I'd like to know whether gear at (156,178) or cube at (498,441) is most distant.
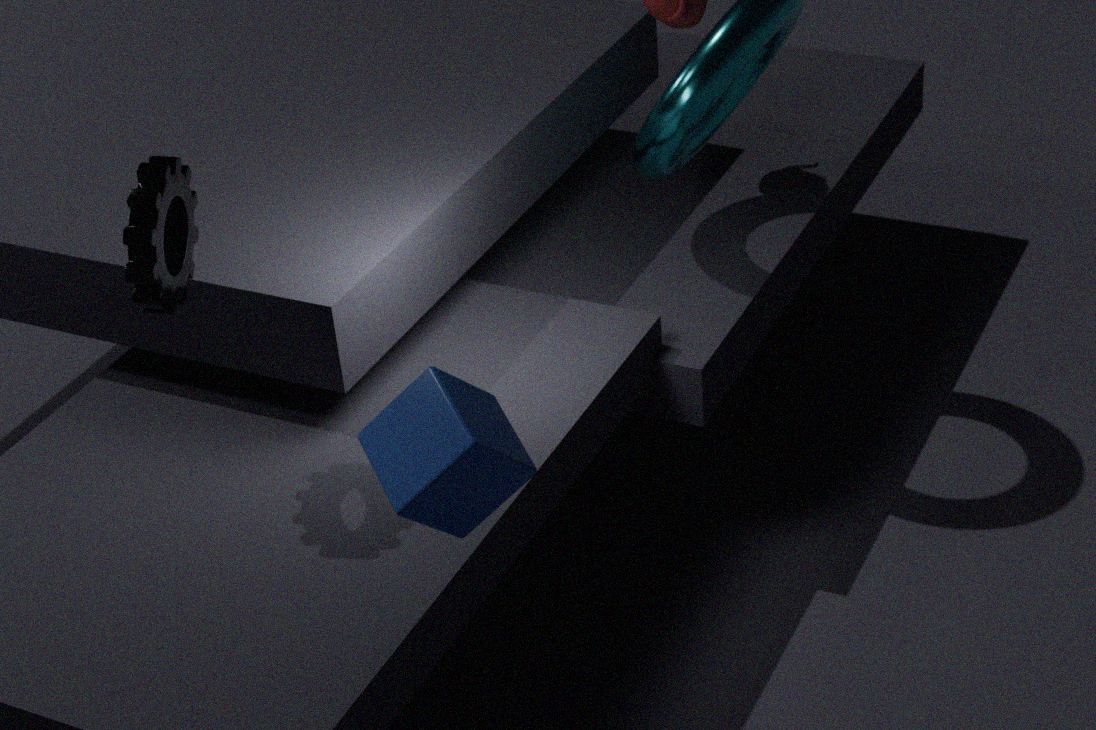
gear at (156,178)
